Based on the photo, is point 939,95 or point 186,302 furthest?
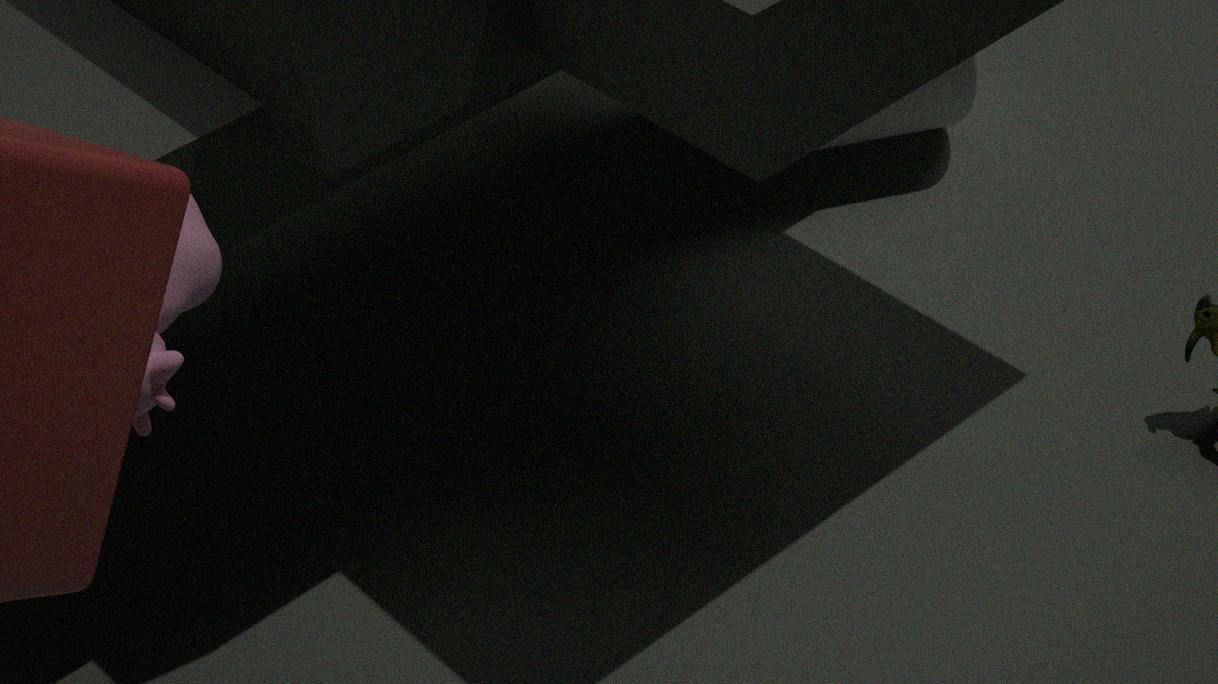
point 939,95
